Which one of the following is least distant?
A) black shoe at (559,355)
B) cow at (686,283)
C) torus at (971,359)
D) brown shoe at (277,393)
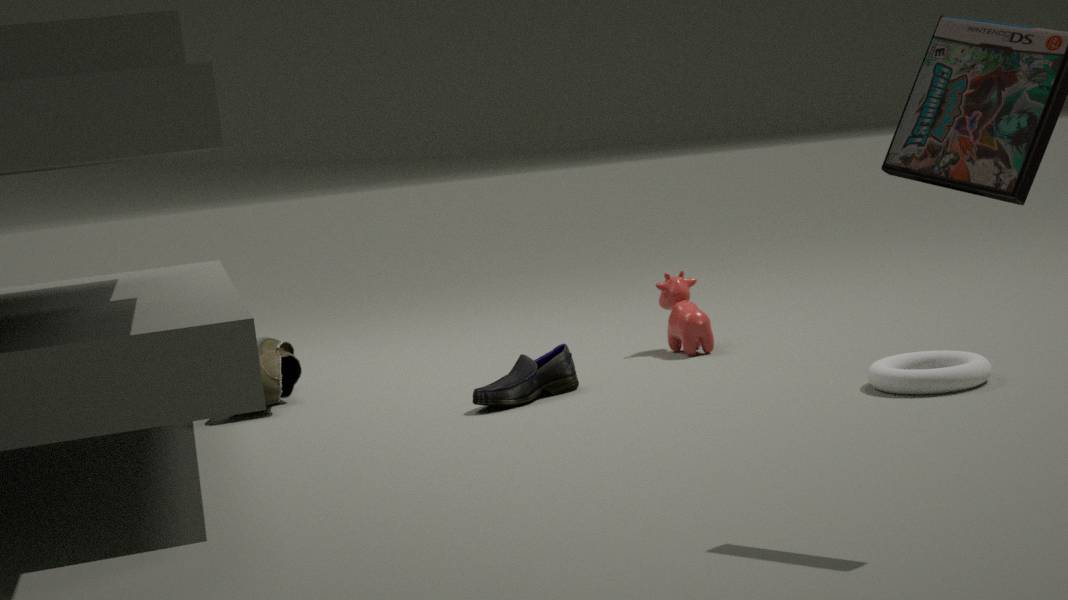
torus at (971,359)
